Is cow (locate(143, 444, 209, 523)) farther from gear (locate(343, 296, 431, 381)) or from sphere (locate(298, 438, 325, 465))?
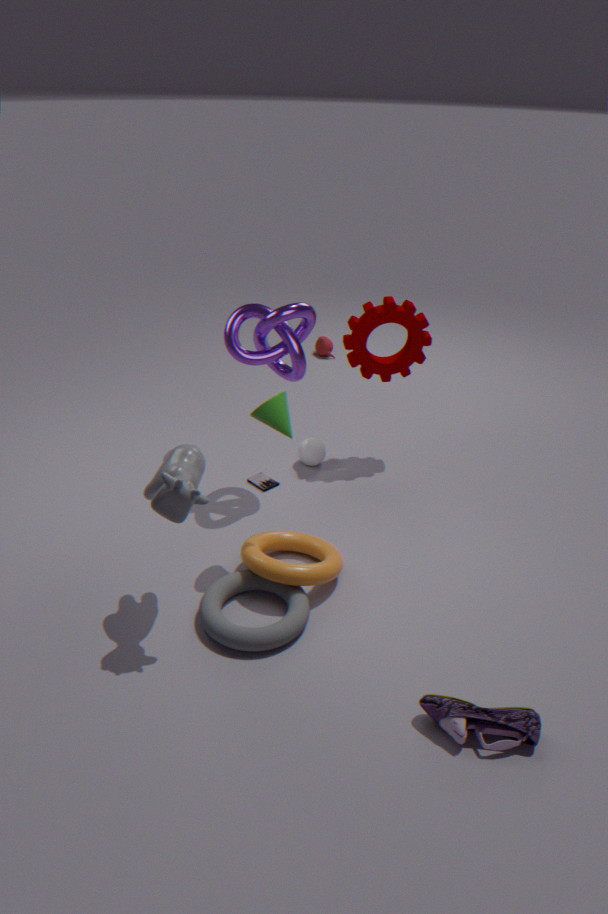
gear (locate(343, 296, 431, 381))
